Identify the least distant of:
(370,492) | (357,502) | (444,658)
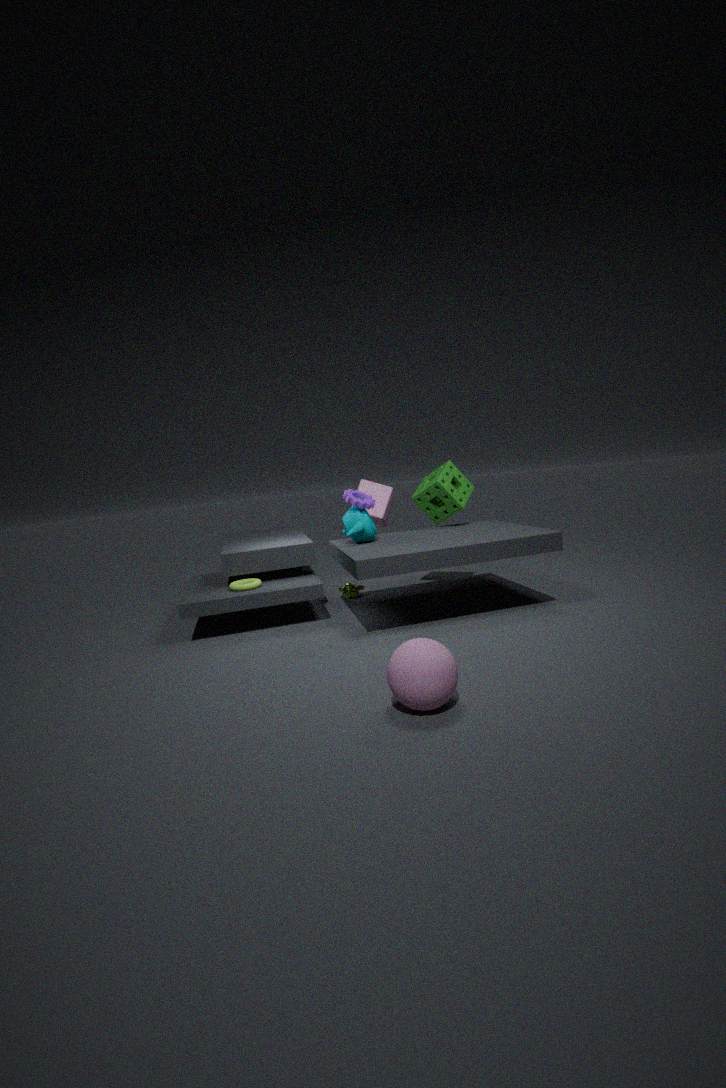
(444,658)
